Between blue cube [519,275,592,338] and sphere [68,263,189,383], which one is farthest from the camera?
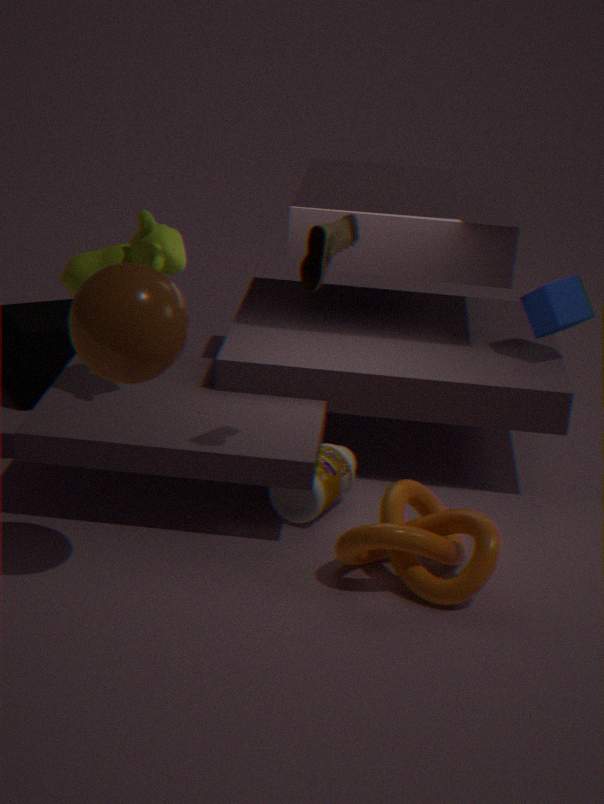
blue cube [519,275,592,338]
